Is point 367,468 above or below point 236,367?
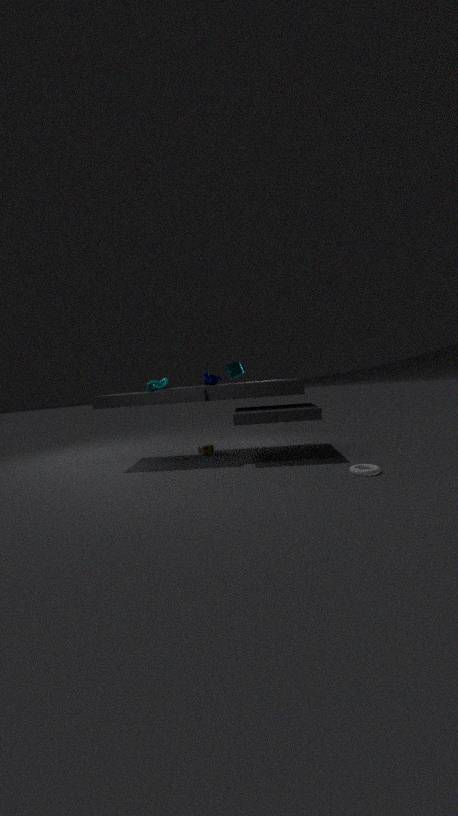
below
